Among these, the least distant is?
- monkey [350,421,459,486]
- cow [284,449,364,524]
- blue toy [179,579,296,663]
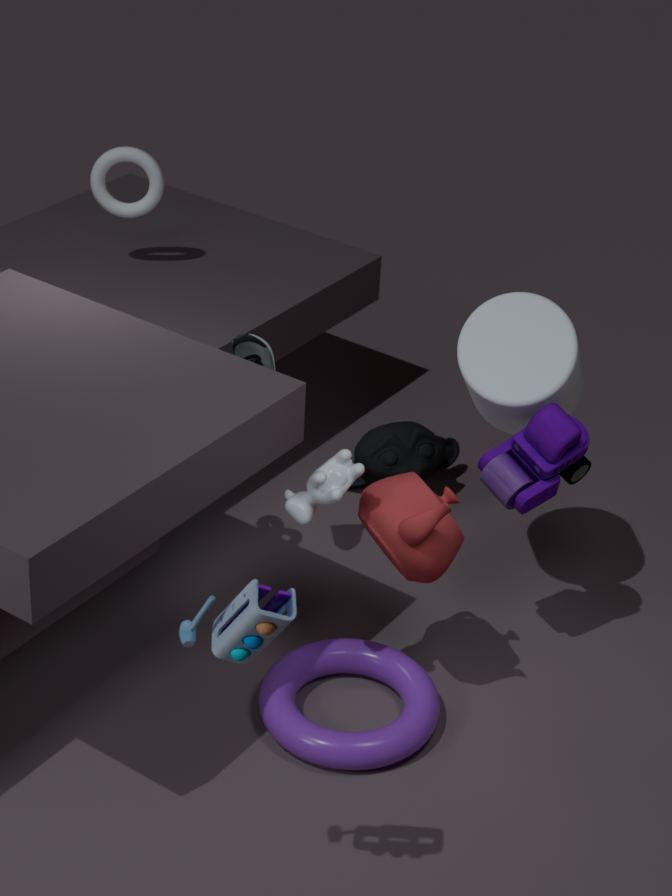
blue toy [179,579,296,663]
